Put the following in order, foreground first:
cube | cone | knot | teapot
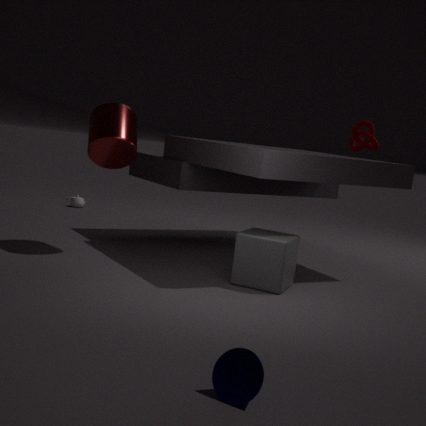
cone, cube, knot, teapot
